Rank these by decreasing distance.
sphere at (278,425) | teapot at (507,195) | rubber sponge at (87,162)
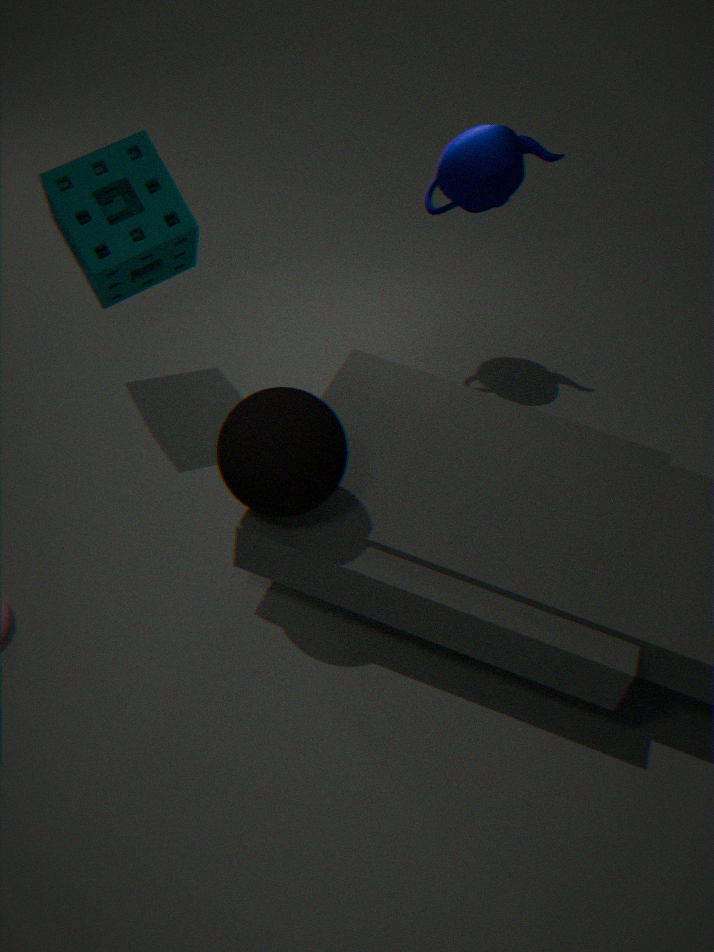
teapot at (507,195) < rubber sponge at (87,162) < sphere at (278,425)
